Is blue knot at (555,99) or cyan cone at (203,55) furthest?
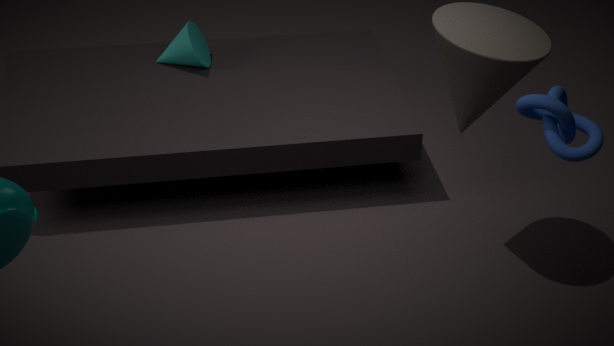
cyan cone at (203,55)
